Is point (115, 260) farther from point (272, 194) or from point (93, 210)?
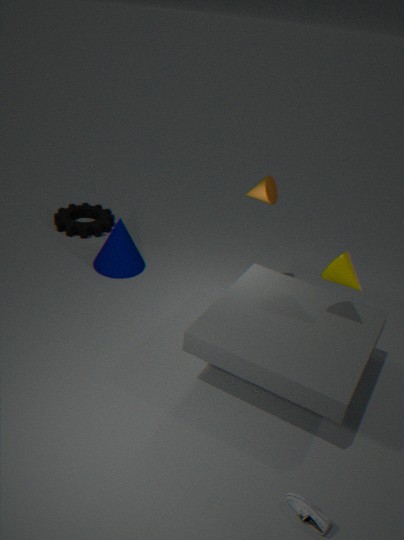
point (272, 194)
